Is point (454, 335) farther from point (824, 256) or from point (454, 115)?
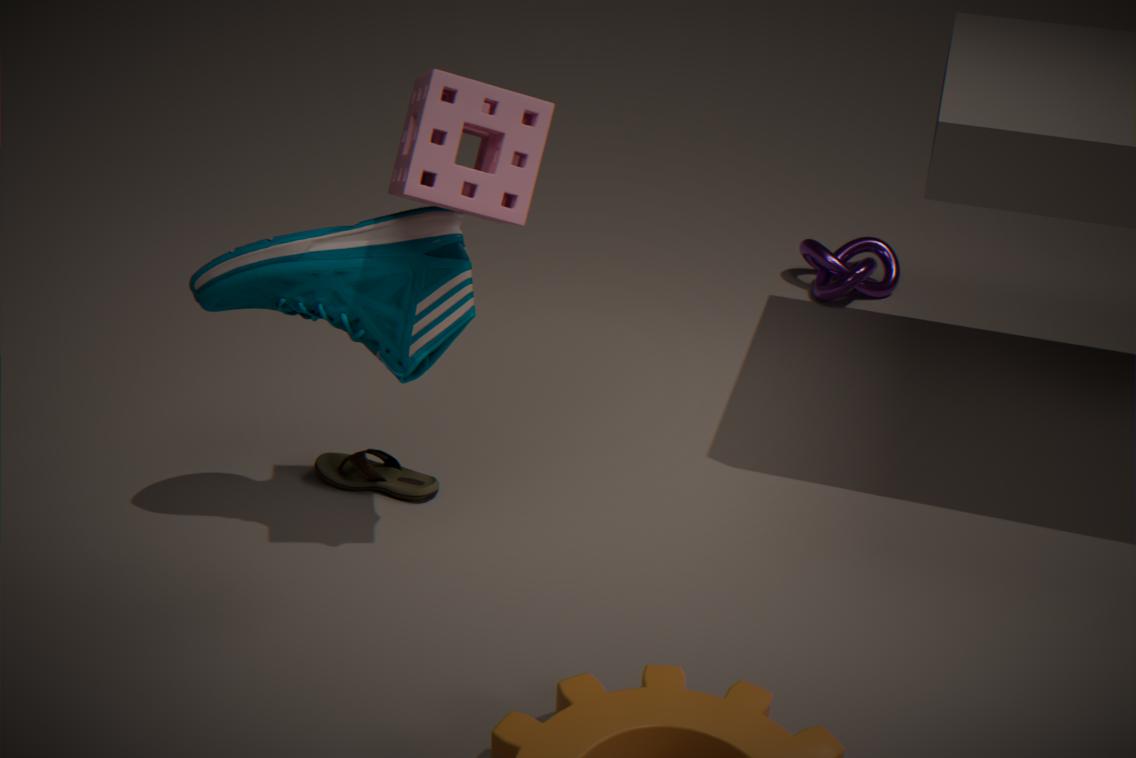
point (824, 256)
